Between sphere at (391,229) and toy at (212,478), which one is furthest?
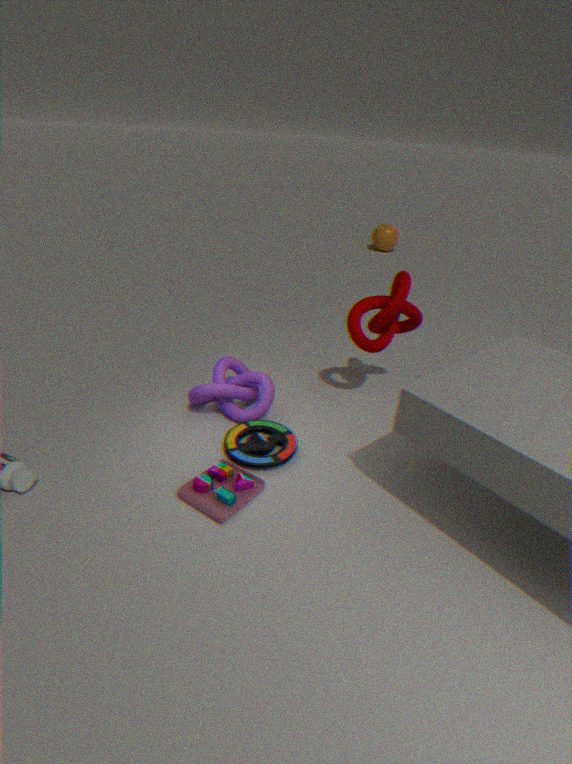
sphere at (391,229)
